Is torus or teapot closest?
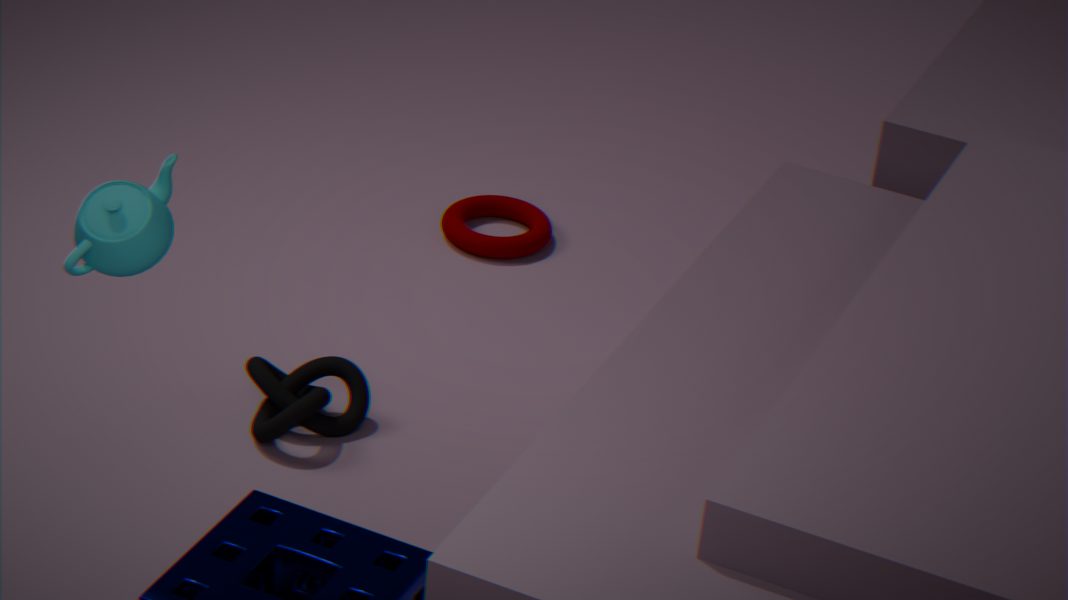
teapot
